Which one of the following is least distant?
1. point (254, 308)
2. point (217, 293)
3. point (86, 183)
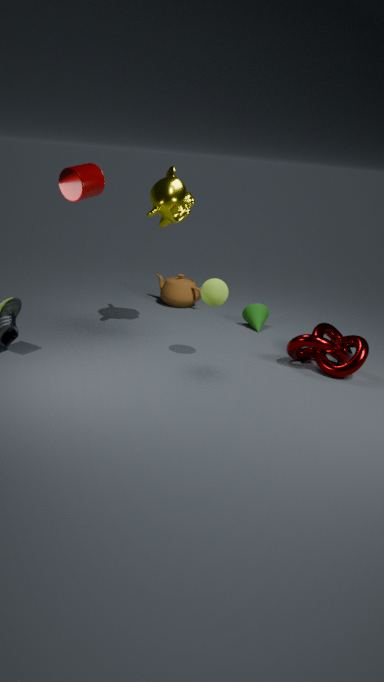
point (86, 183)
